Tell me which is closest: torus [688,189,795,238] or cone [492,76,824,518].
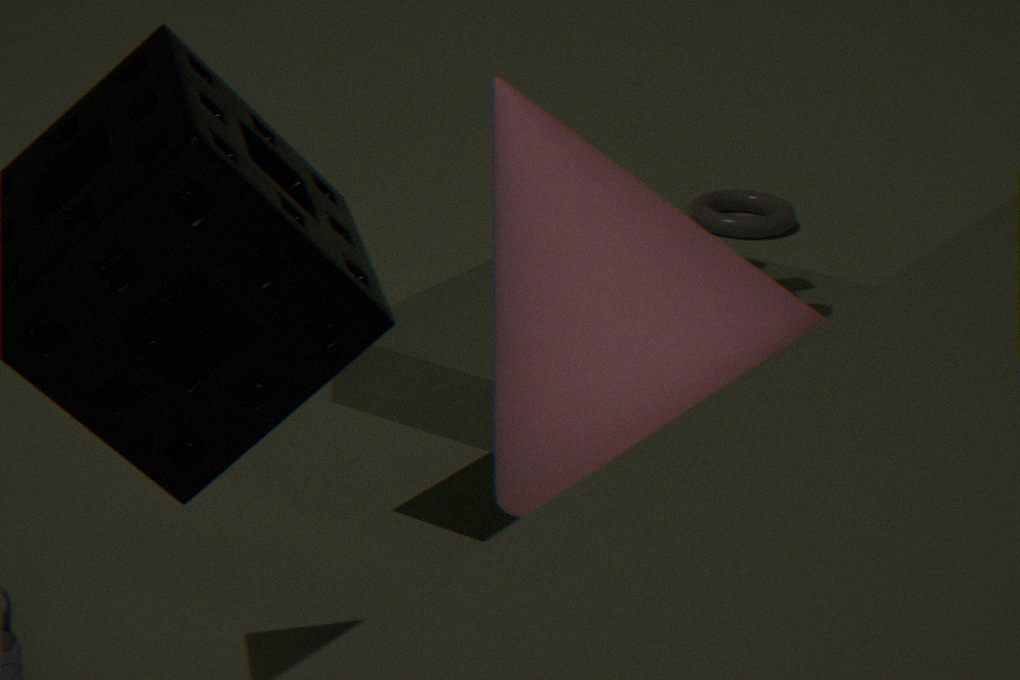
cone [492,76,824,518]
